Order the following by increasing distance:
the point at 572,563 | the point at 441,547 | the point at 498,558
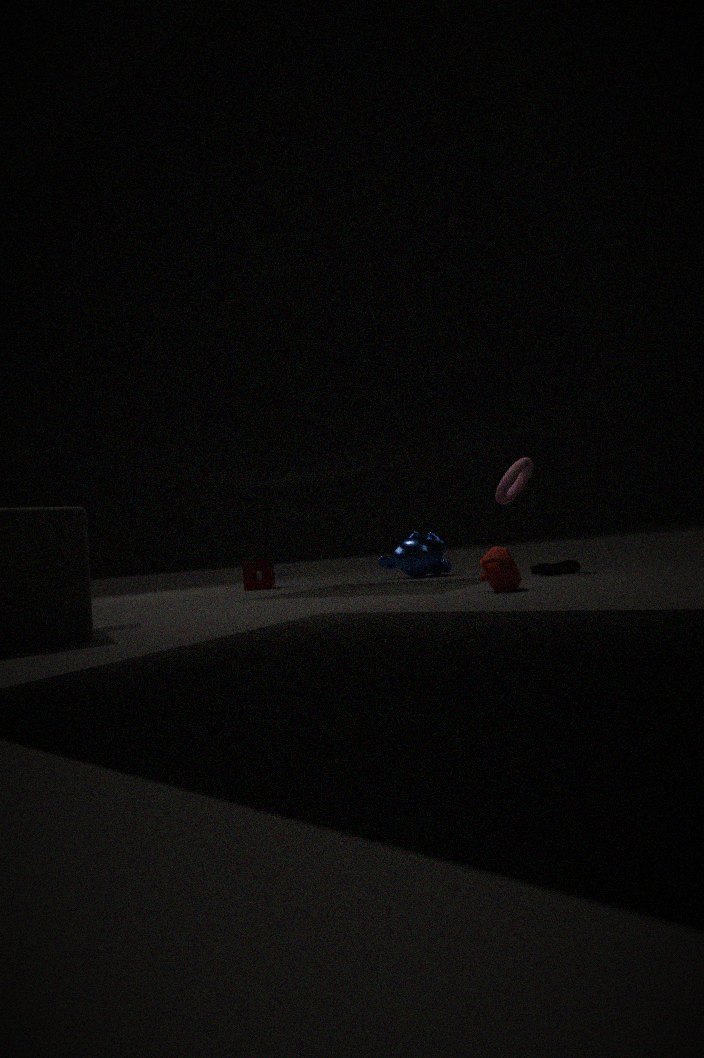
the point at 498,558
the point at 572,563
the point at 441,547
